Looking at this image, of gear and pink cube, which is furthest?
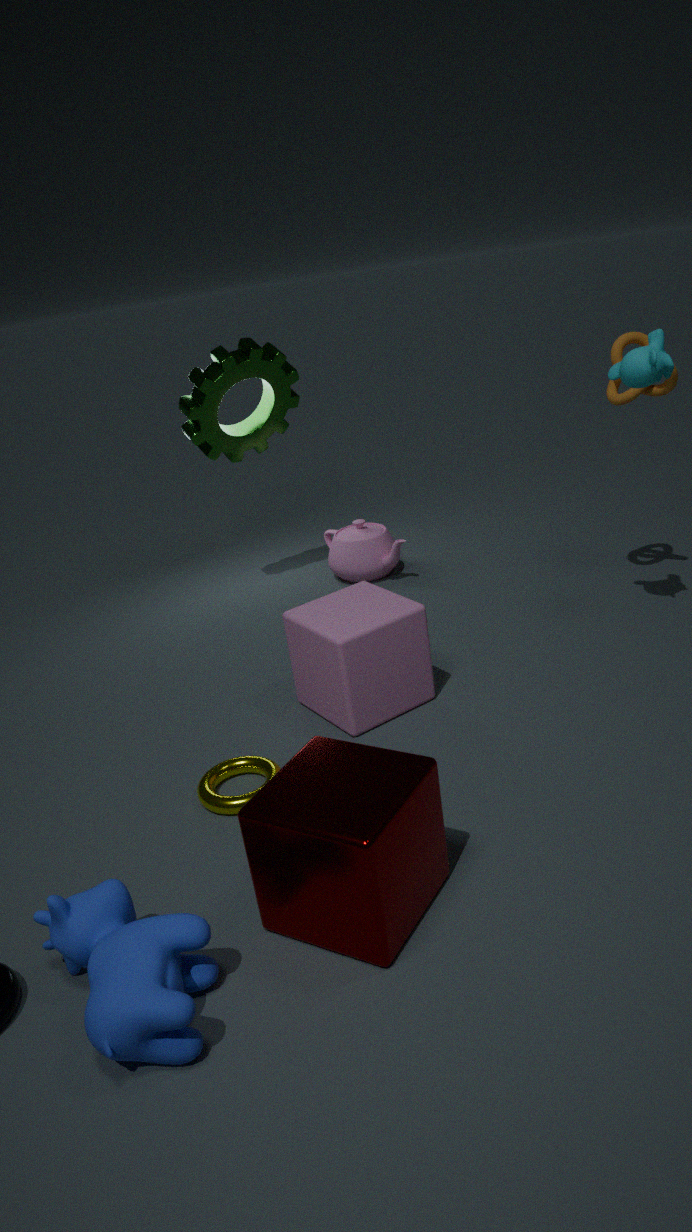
gear
